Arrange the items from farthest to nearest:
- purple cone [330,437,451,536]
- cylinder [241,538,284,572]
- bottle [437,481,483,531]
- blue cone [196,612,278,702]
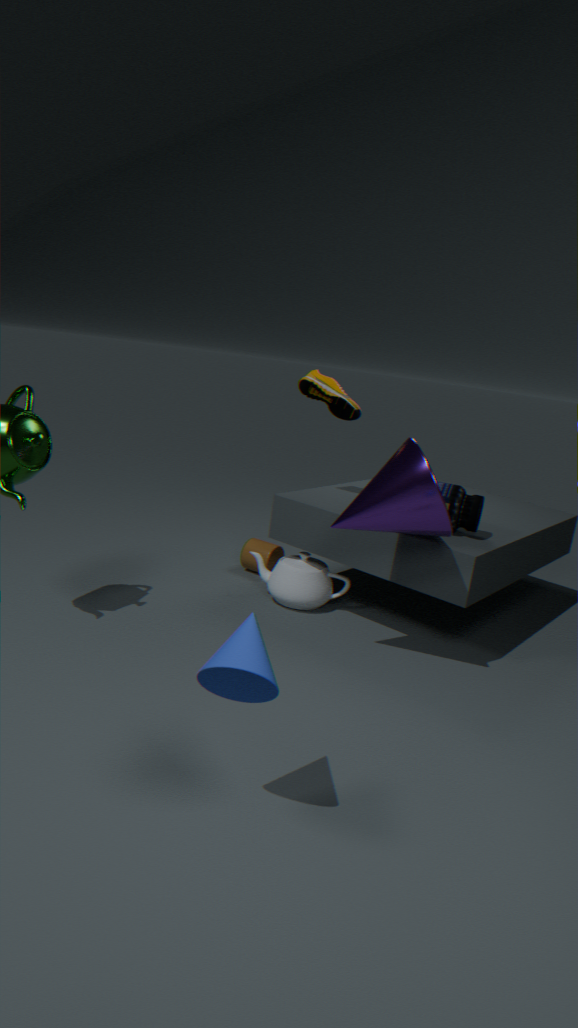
cylinder [241,538,284,572], bottle [437,481,483,531], purple cone [330,437,451,536], blue cone [196,612,278,702]
